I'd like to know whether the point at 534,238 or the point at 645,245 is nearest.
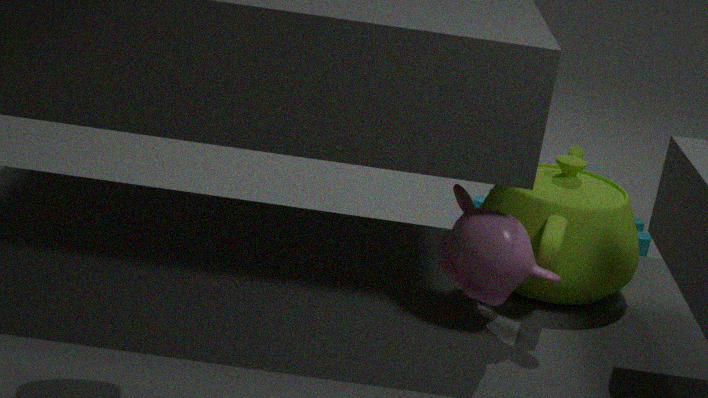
the point at 534,238
